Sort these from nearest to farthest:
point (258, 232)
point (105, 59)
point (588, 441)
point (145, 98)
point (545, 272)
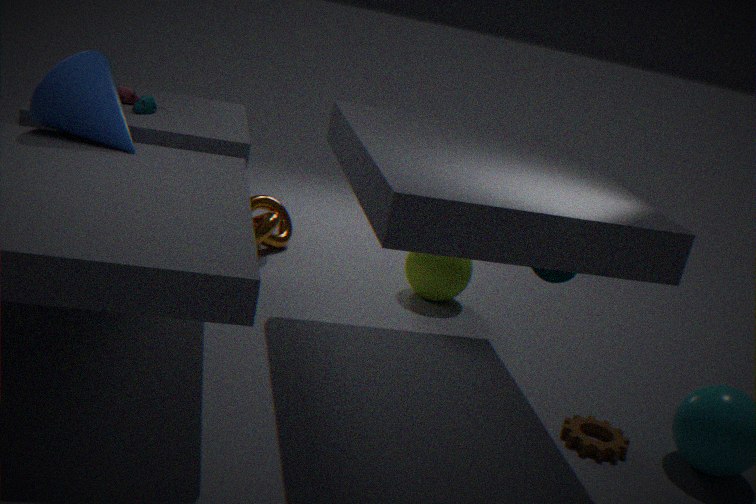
point (588, 441), point (545, 272), point (105, 59), point (145, 98), point (258, 232)
